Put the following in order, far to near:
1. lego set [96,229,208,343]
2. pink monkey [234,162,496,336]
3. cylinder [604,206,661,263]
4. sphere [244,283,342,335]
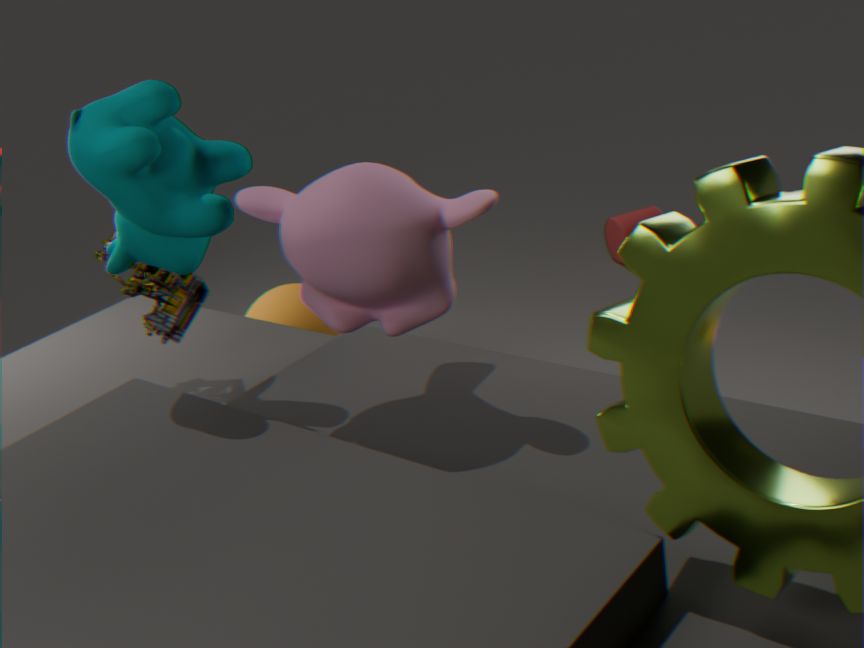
cylinder [604,206,661,263]
sphere [244,283,342,335]
lego set [96,229,208,343]
pink monkey [234,162,496,336]
